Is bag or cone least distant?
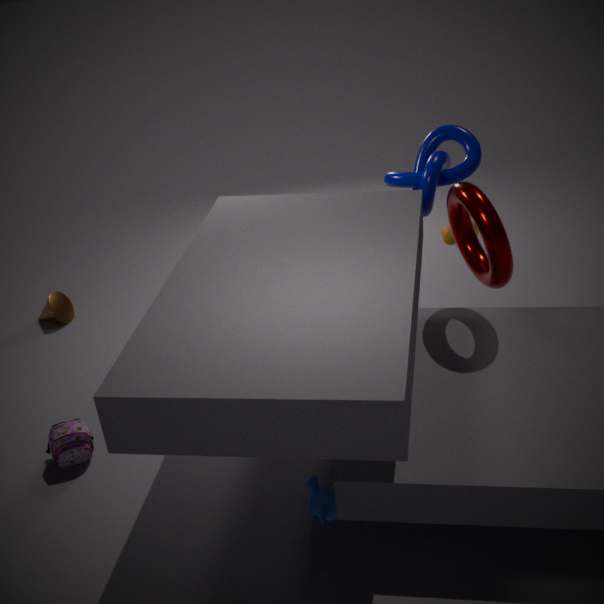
bag
